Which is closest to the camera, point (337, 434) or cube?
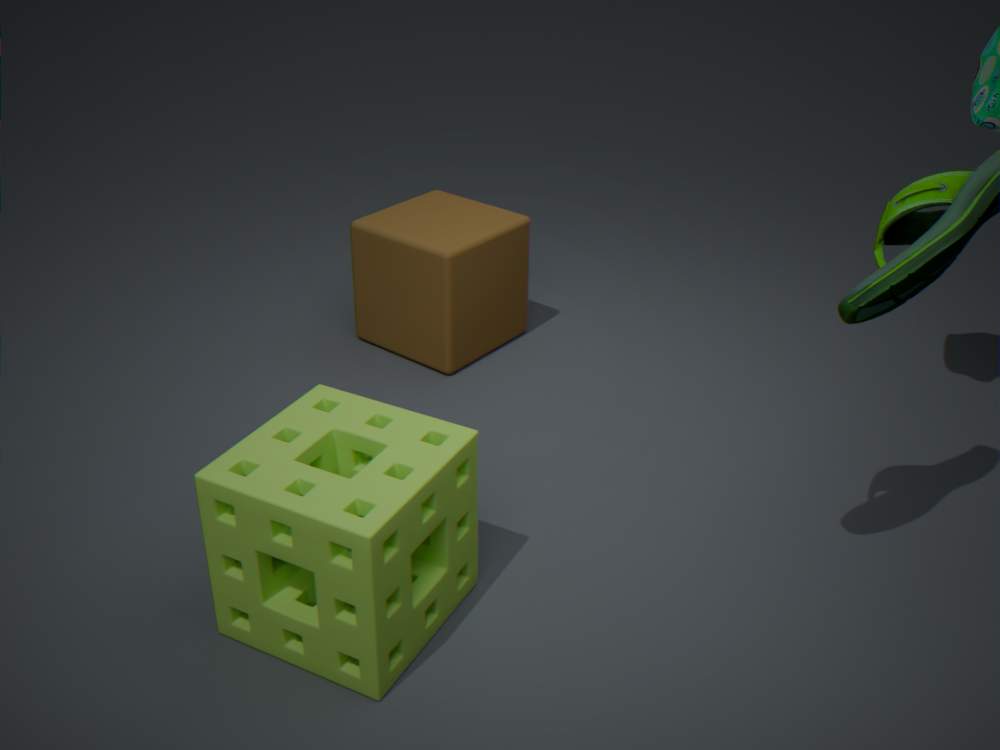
cube
